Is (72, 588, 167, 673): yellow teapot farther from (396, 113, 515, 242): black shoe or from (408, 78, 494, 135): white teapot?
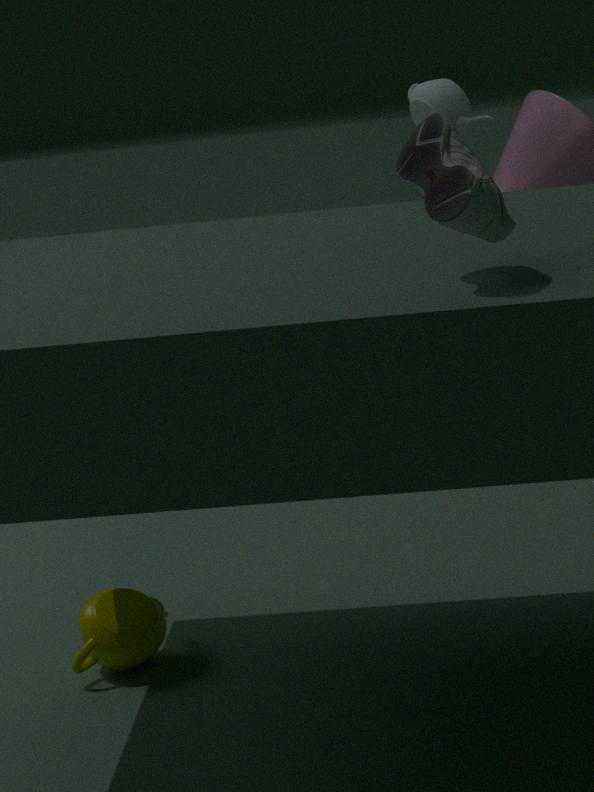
(408, 78, 494, 135): white teapot
